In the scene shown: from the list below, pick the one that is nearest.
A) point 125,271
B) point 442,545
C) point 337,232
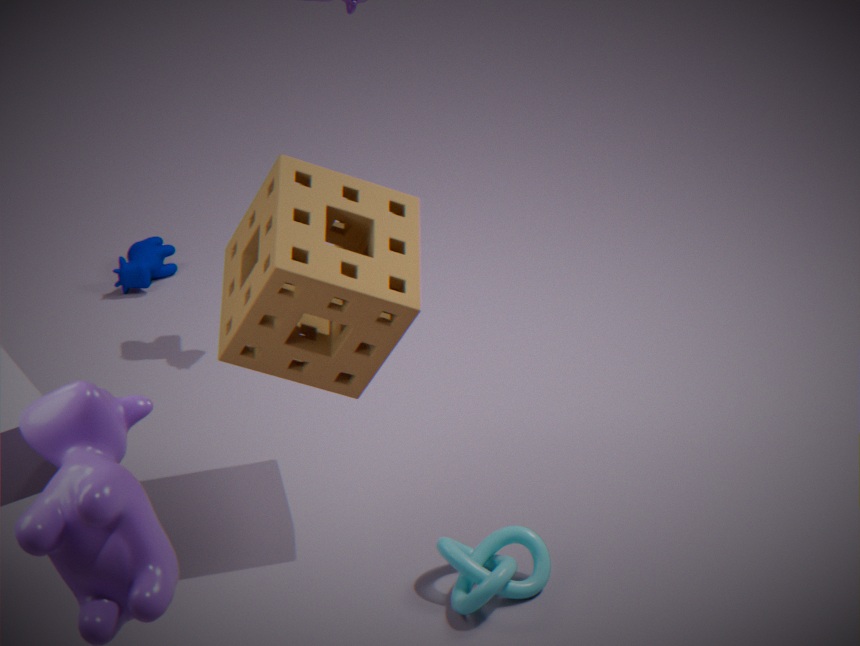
point 442,545
